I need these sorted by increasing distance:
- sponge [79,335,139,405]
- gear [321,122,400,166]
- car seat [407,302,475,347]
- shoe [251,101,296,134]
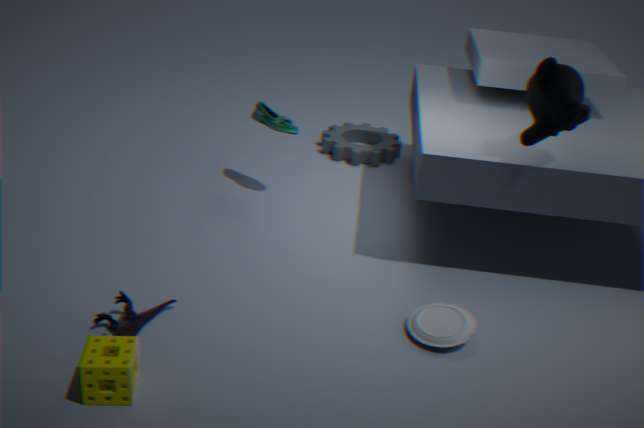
sponge [79,335,139,405] < car seat [407,302,475,347] < shoe [251,101,296,134] < gear [321,122,400,166]
